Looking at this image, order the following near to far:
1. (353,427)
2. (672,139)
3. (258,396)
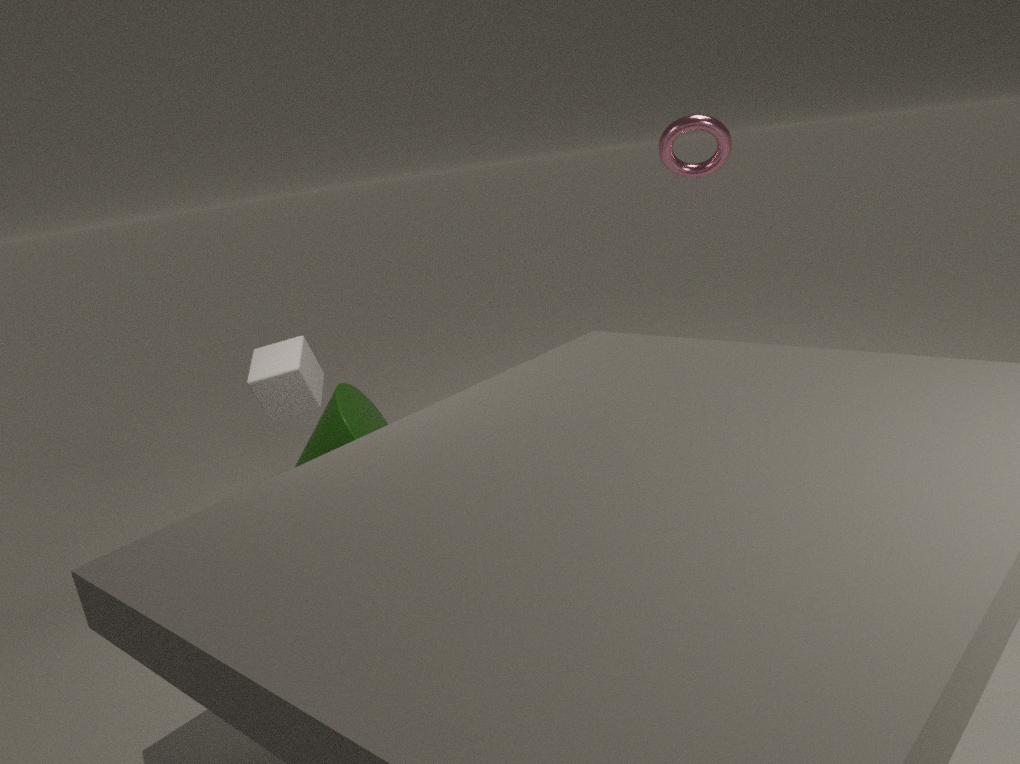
(258,396), (672,139), (353,427)
